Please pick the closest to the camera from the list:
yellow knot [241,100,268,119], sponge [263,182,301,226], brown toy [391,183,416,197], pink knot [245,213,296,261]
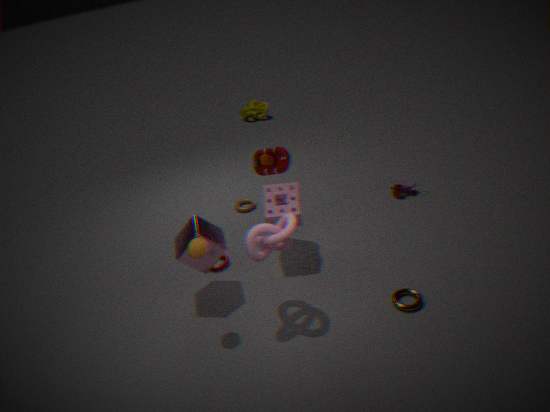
pink knot [245,213,296,261]
